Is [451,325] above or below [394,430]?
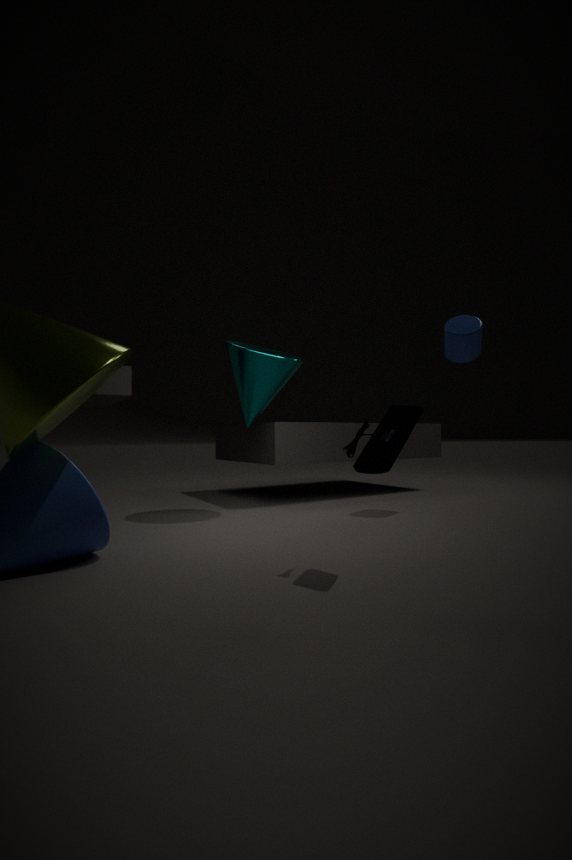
above
